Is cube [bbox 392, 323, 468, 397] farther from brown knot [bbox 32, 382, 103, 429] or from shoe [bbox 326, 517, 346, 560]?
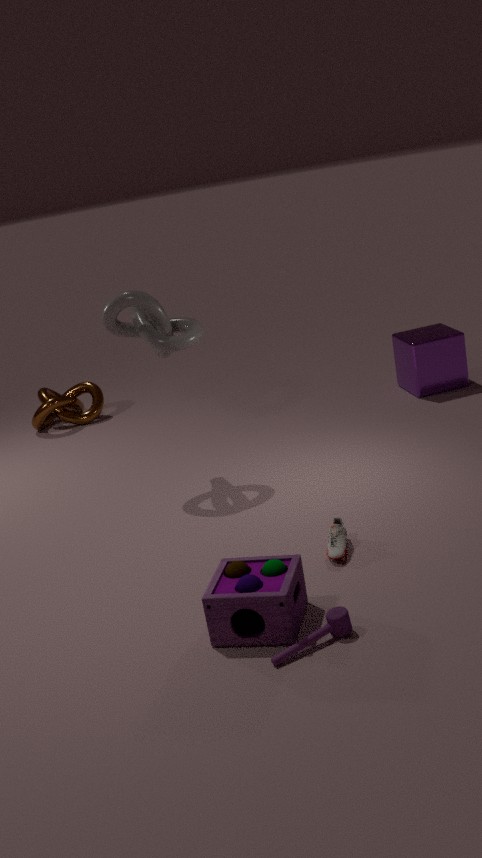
brown knot [bbox 32, 382, 103, 429]
